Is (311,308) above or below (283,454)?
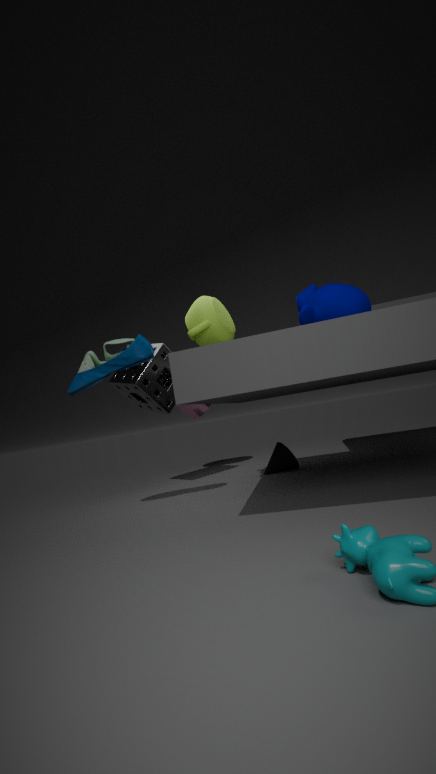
above
